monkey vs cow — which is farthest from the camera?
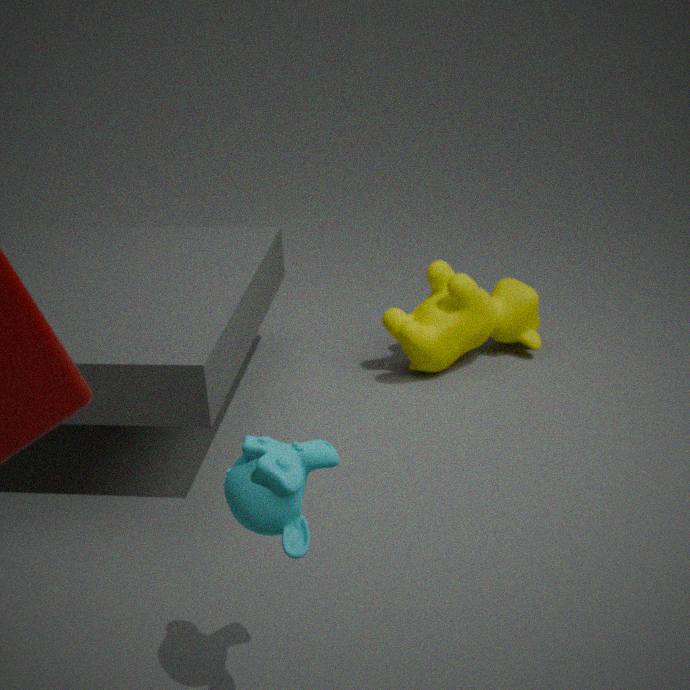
cow
